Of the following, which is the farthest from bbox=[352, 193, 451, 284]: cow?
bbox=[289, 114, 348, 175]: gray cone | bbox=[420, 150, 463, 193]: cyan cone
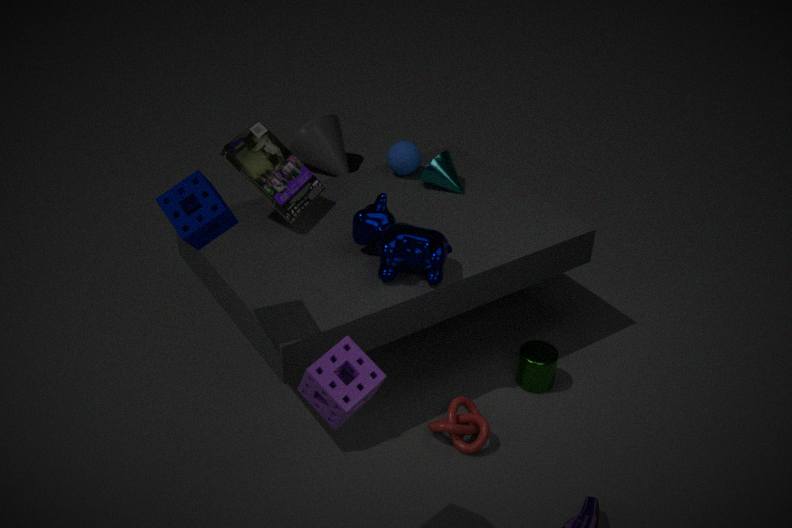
bbox=[289, 114, 348, 175]: gray cone
